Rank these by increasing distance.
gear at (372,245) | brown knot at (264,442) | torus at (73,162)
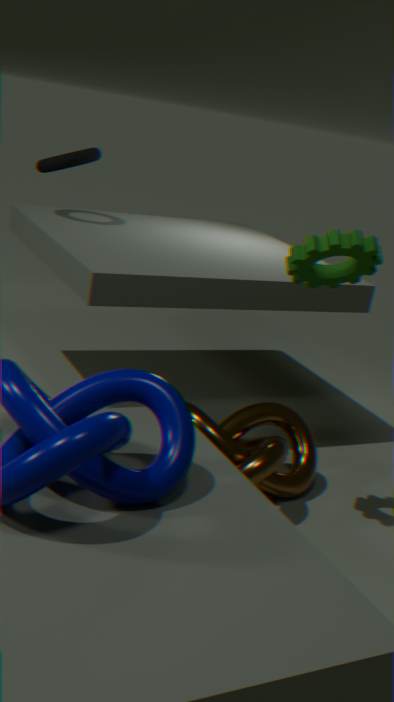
1. gear at (372,245)
2. brown knot at (264,442)
3. torus at (73,162)
